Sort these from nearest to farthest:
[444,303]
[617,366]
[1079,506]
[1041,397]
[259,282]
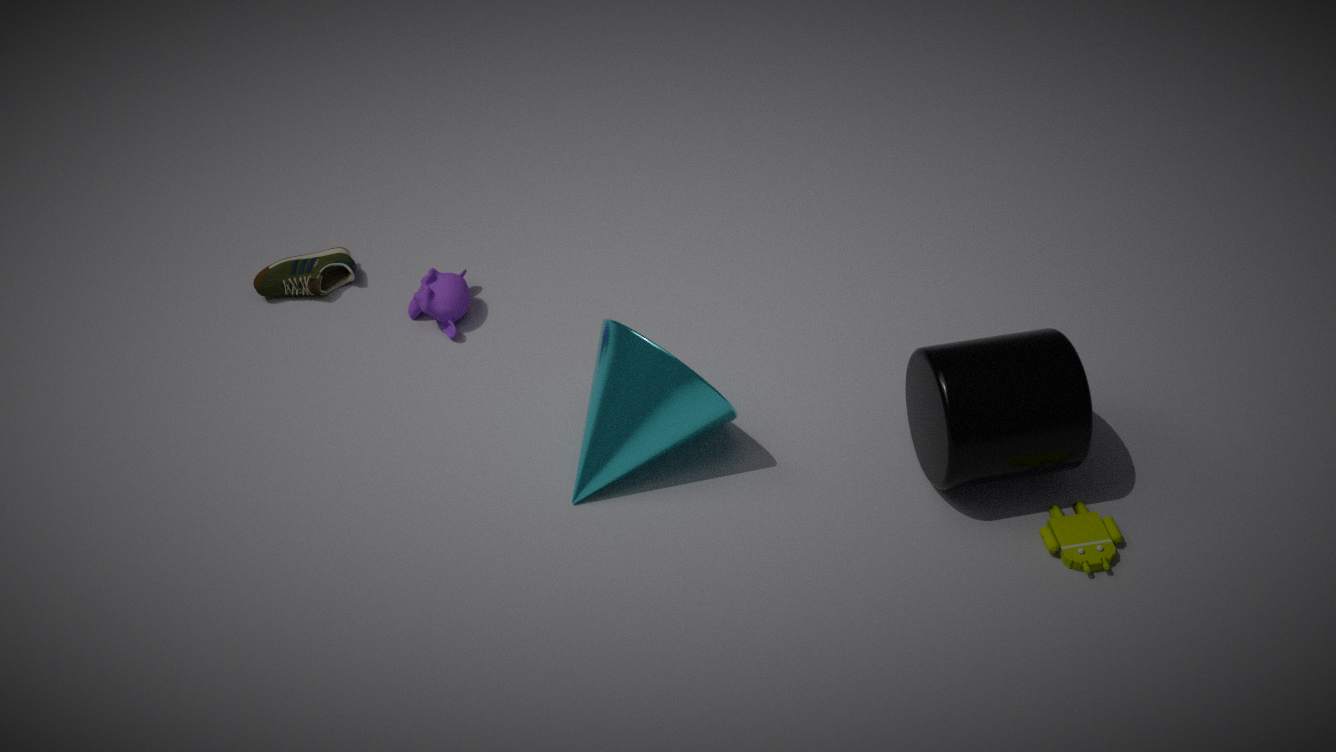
[1041,397] < [1079,506] < [617,366] < [444,303] < [259,282]
